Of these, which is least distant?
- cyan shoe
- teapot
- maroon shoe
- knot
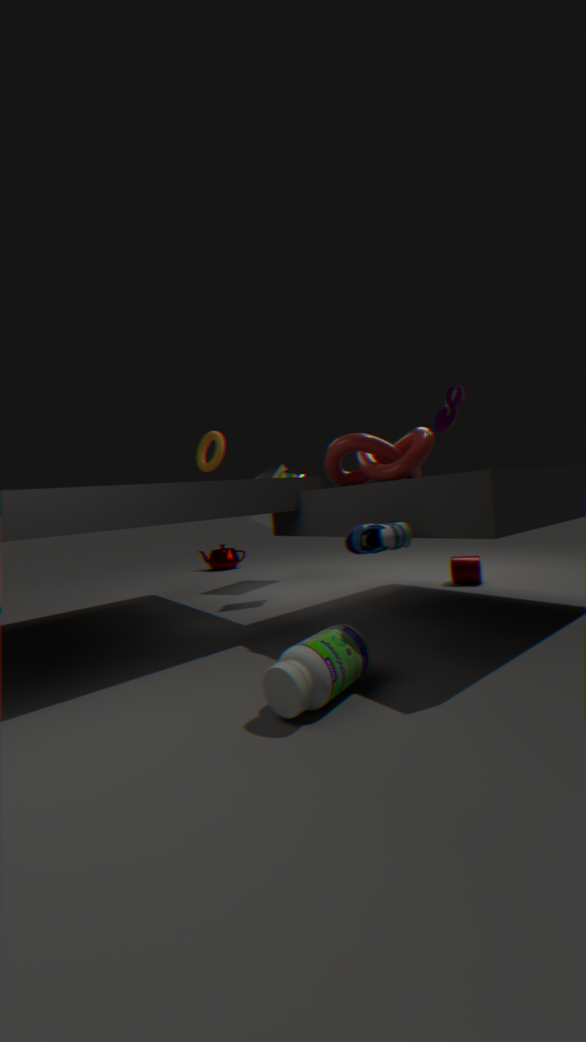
cyan shoe
